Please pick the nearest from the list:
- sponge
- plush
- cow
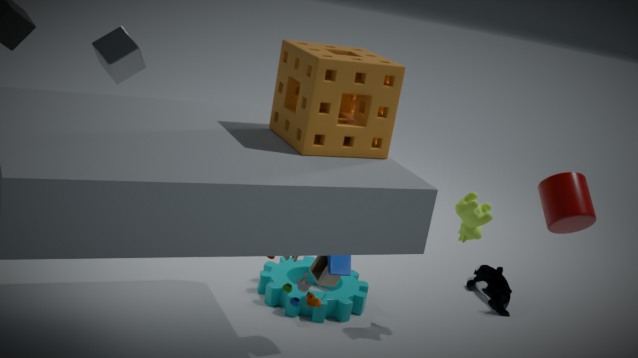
sponge
